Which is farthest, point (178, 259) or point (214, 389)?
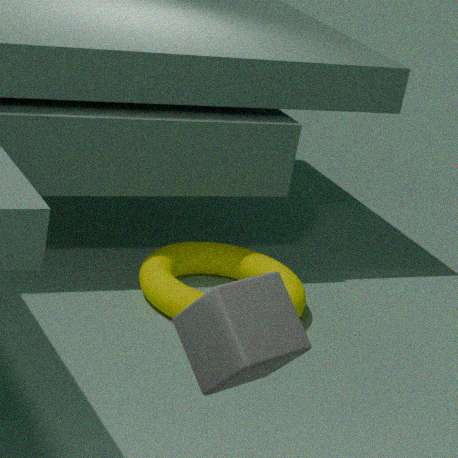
point (178, 259)
